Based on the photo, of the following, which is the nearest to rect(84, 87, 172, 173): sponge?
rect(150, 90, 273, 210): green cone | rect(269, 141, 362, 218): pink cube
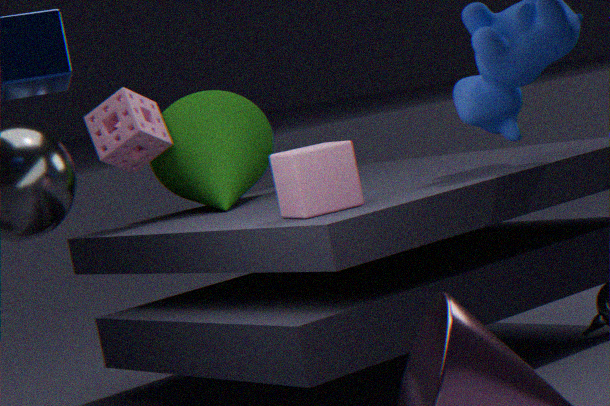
rect(150, 90, 273, 210): green cone
